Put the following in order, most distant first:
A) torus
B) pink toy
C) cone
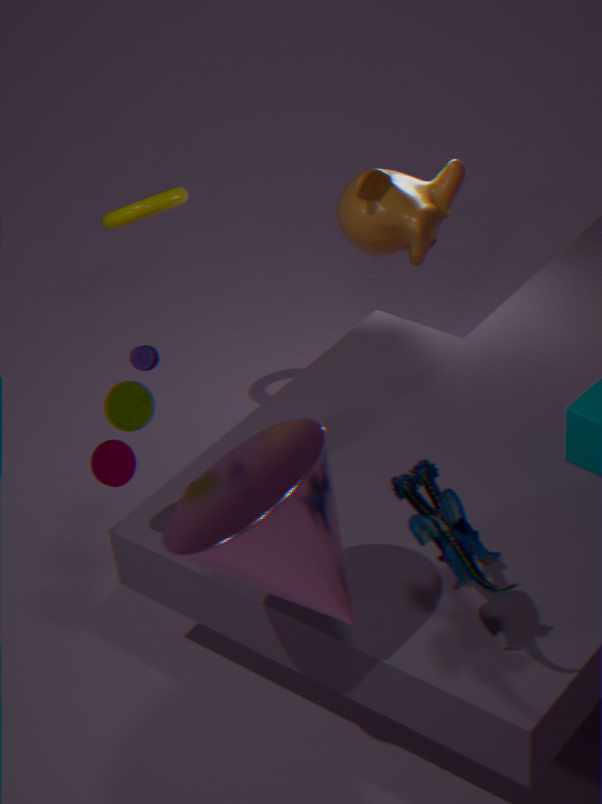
torus → pink toy → cone
